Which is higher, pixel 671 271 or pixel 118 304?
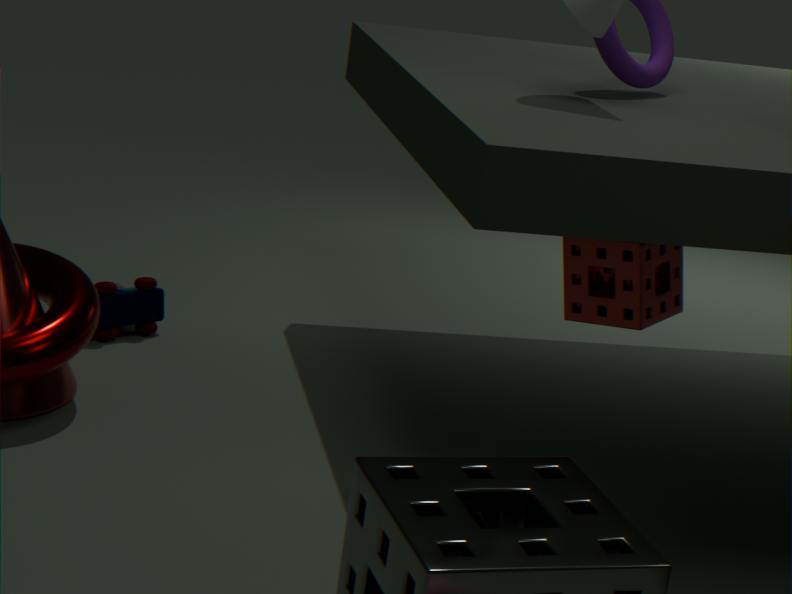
Result: pixel 671 271
